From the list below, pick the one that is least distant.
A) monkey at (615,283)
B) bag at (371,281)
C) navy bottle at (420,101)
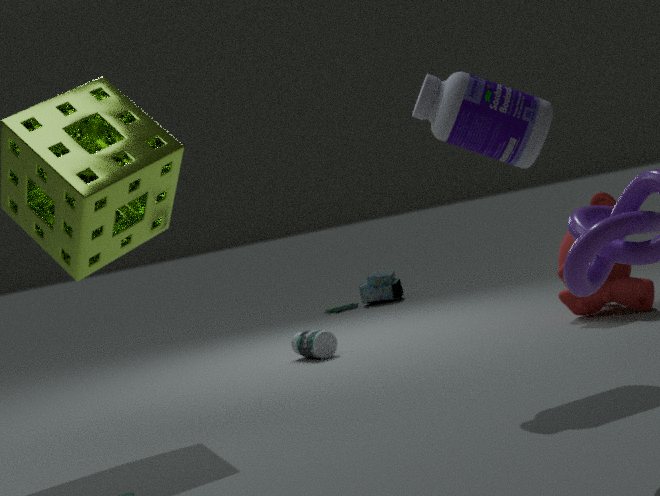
navy bottle at (420,101)
